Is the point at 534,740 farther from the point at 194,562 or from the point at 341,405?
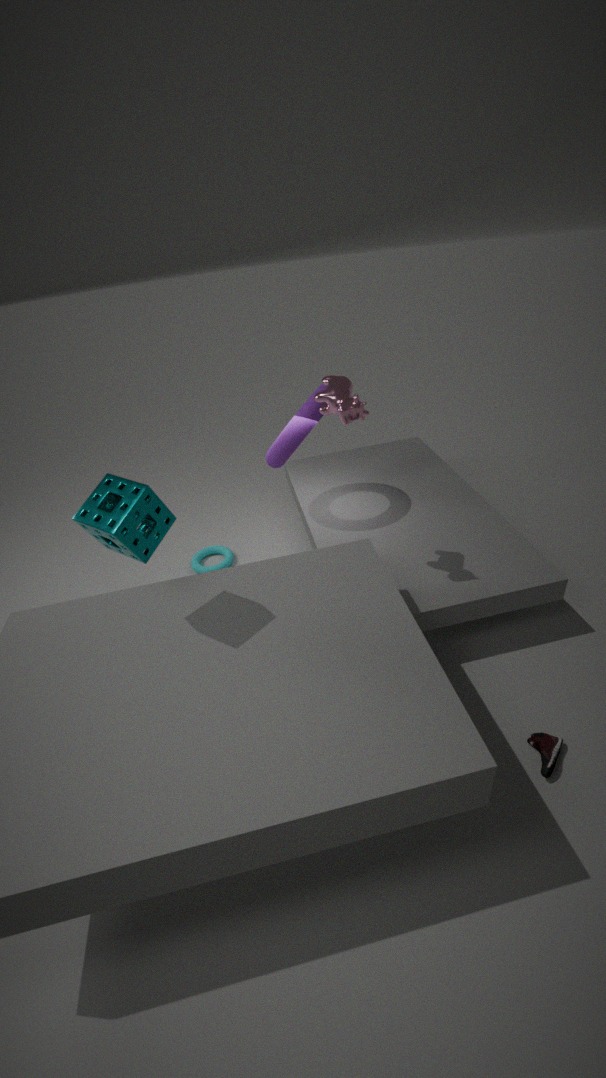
the point at 194,562
